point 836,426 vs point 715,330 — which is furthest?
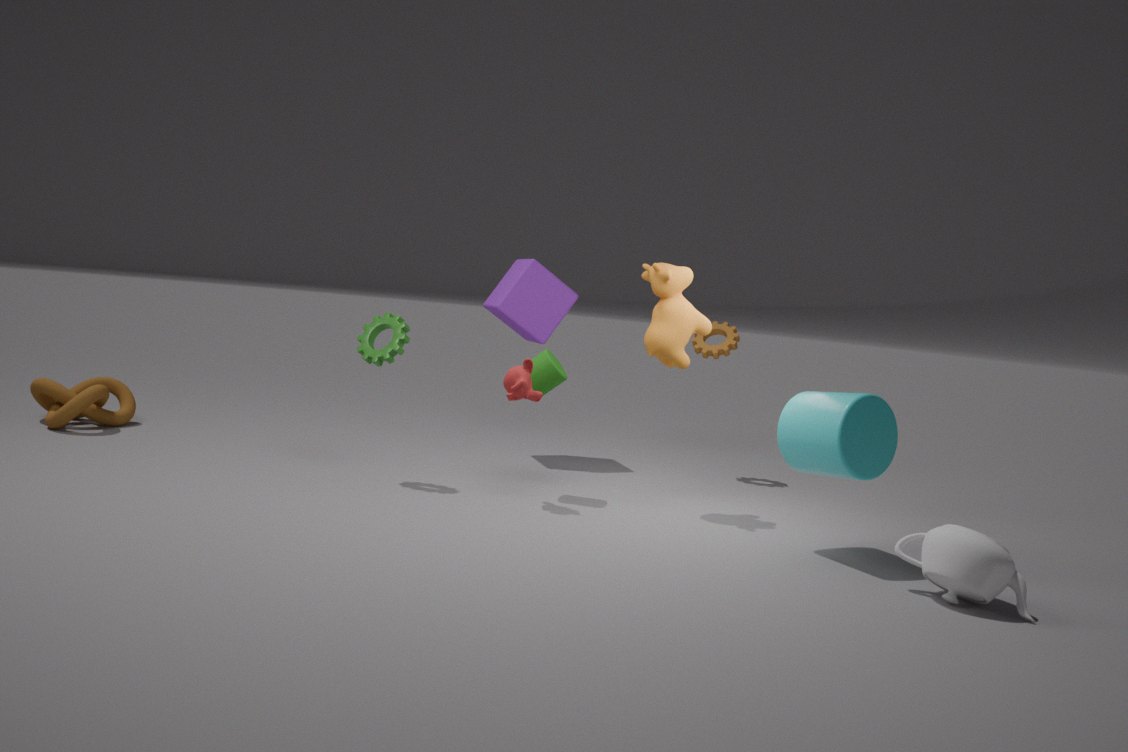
point 715,330
